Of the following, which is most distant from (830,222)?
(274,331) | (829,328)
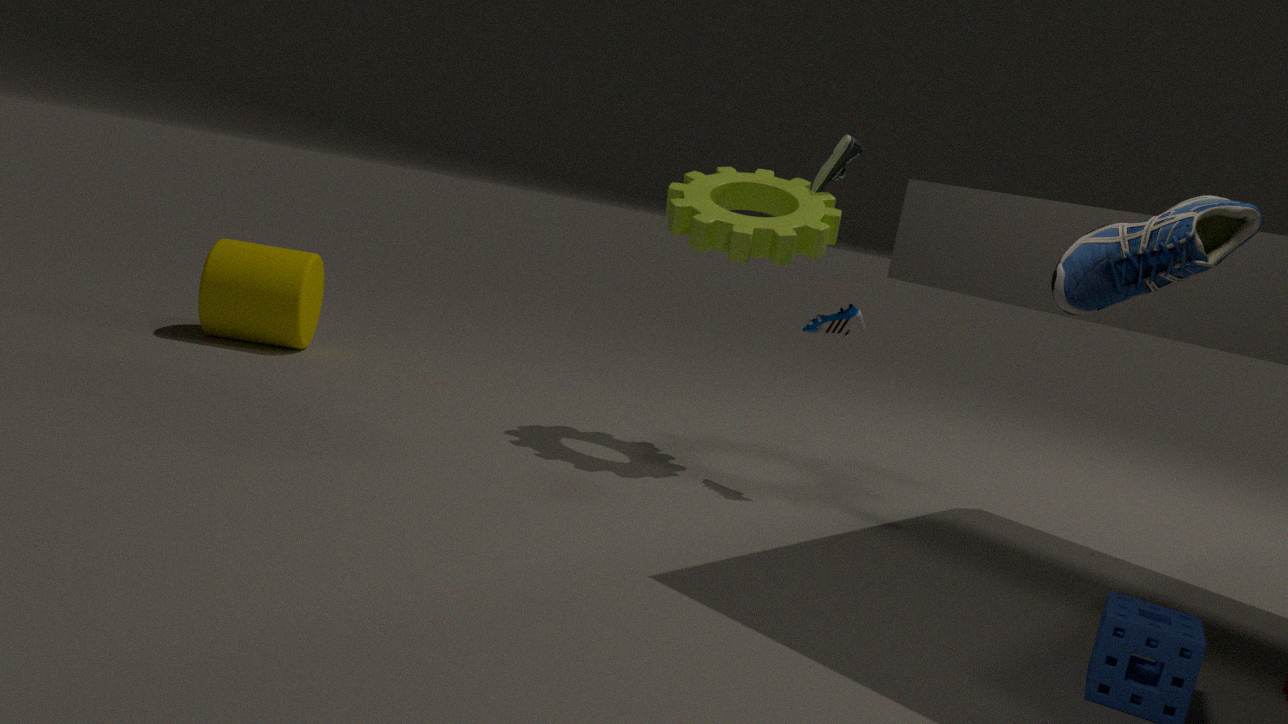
(274,331)
